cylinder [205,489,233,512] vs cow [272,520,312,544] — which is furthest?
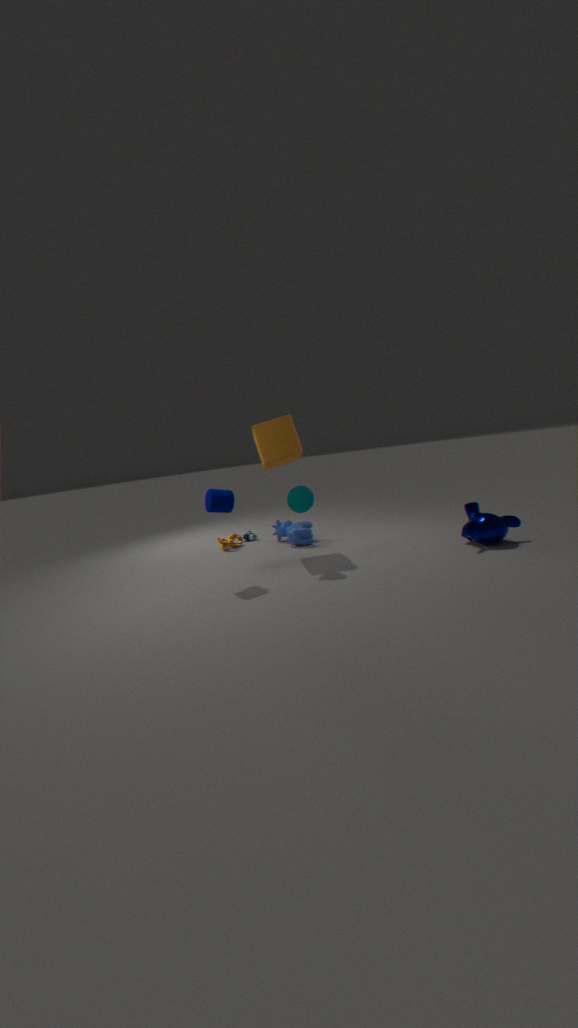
cow [272,520,312,544]
